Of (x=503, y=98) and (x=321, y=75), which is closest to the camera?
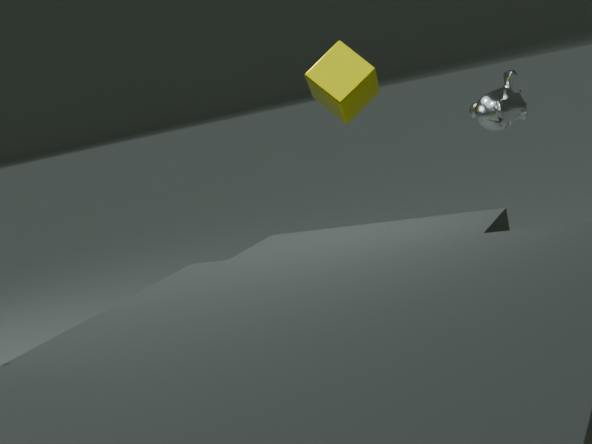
(x=503, y=98)
